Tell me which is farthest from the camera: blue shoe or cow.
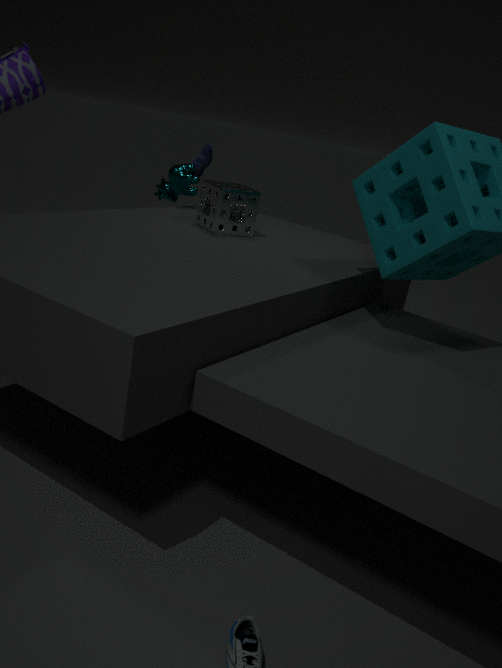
blue shoe
